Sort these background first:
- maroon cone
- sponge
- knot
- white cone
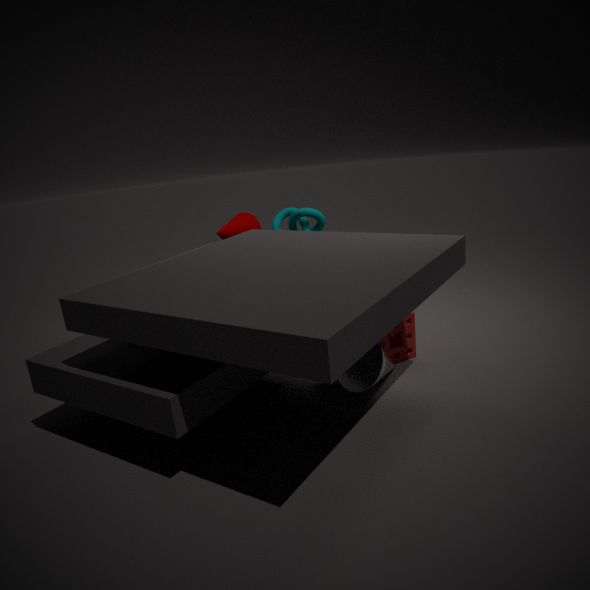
1. maroon cone
2. knot
3. sponge
4. white cone
